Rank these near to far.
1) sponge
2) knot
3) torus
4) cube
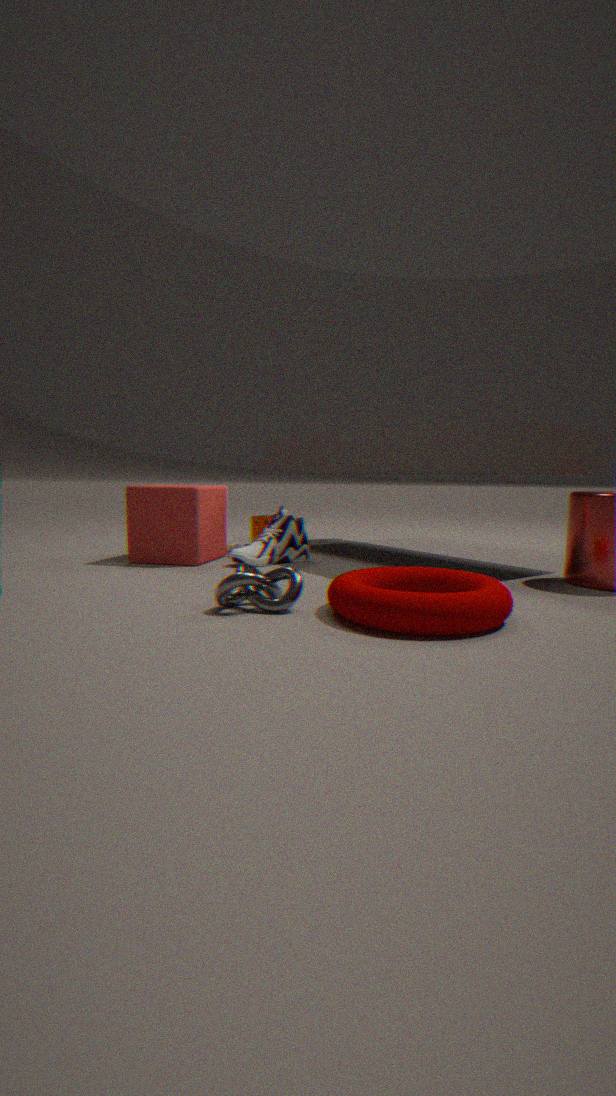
3. torus < 2. knot < 4. cube < 1. sponge
